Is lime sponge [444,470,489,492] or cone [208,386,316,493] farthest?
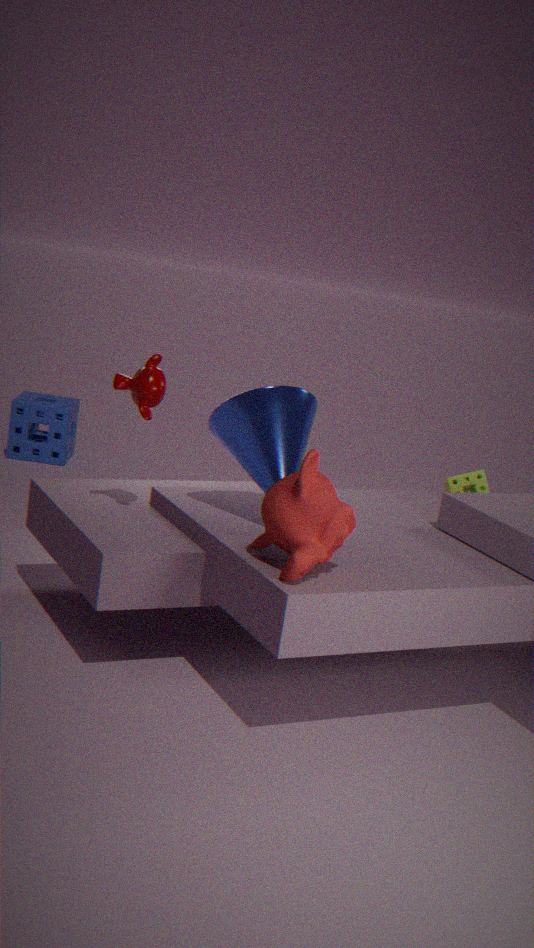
lime sponge [444,470,489,492]
